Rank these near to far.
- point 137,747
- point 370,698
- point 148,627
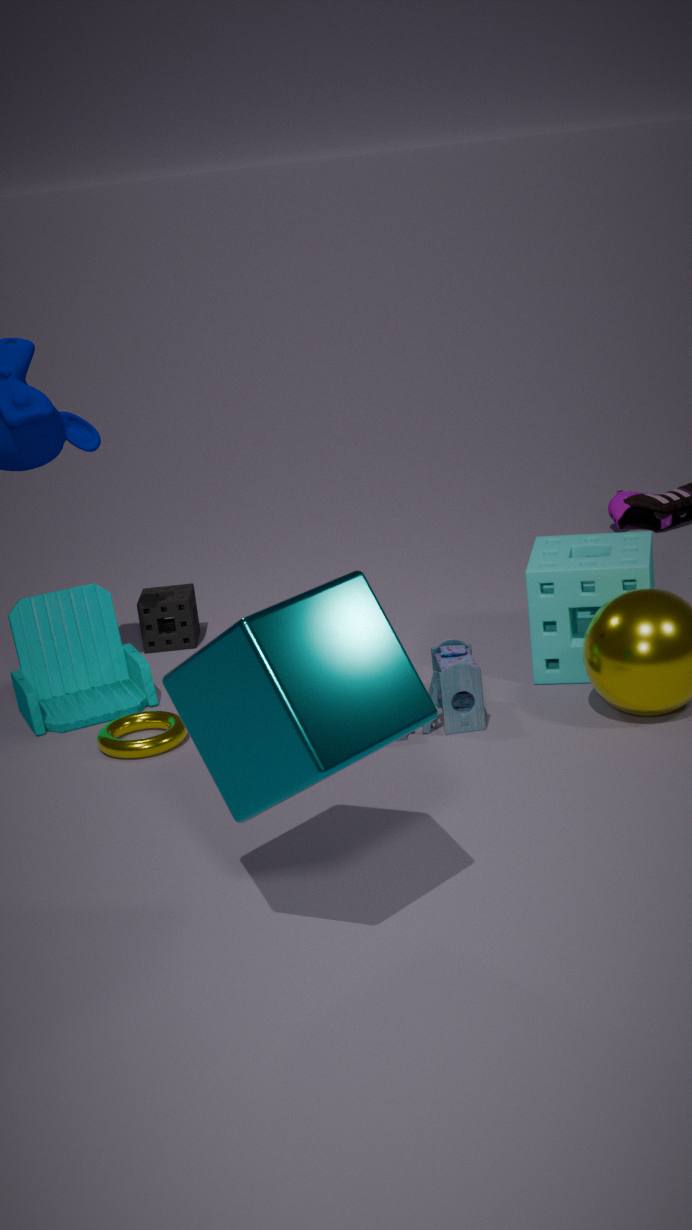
1. point 370,698
2. point 137,747
3. point 148,627
